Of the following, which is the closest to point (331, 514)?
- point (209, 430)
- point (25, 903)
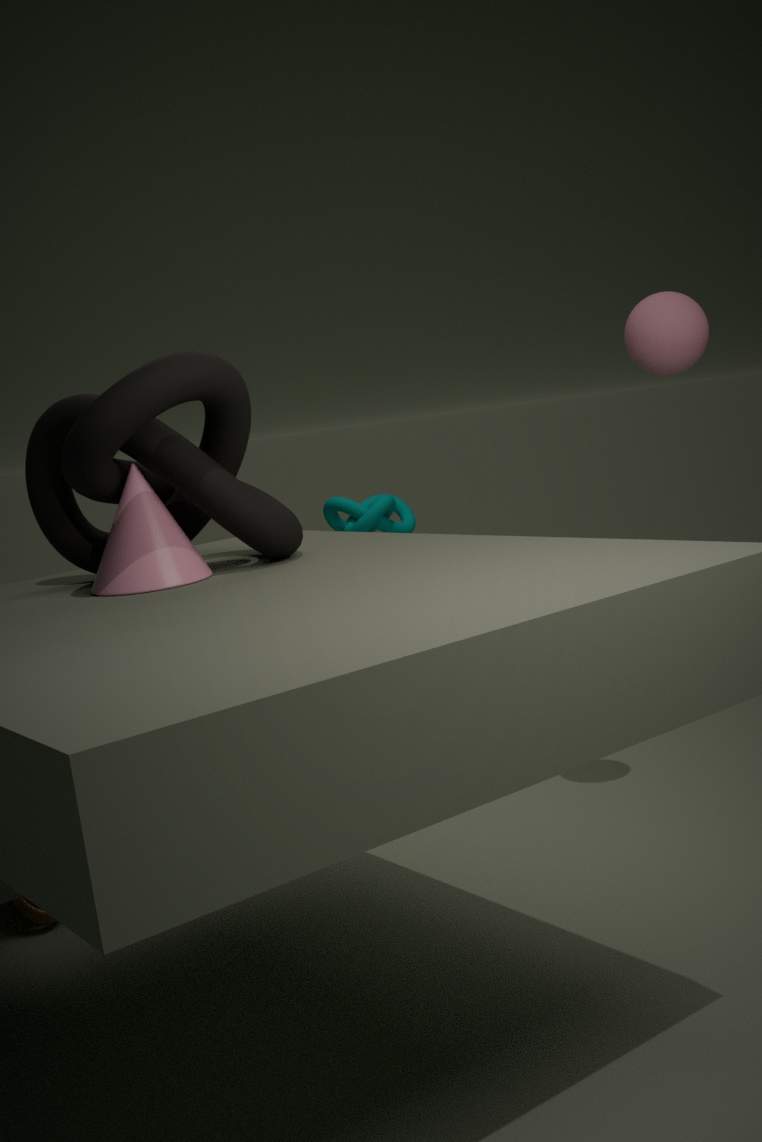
point (25, 903)
